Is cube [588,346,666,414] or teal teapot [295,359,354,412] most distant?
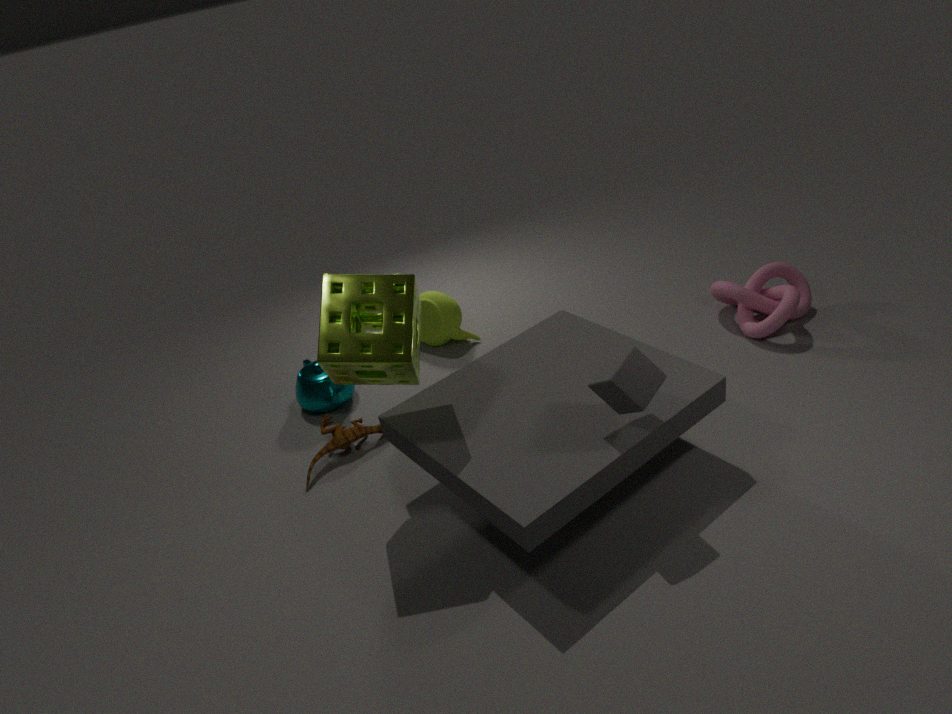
teal teapot [295,359,354,412]
